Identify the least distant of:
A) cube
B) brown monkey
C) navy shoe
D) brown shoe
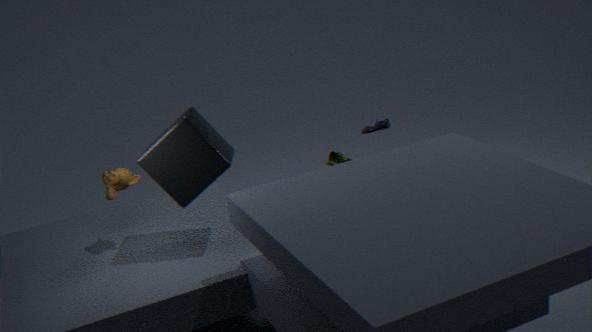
cube
